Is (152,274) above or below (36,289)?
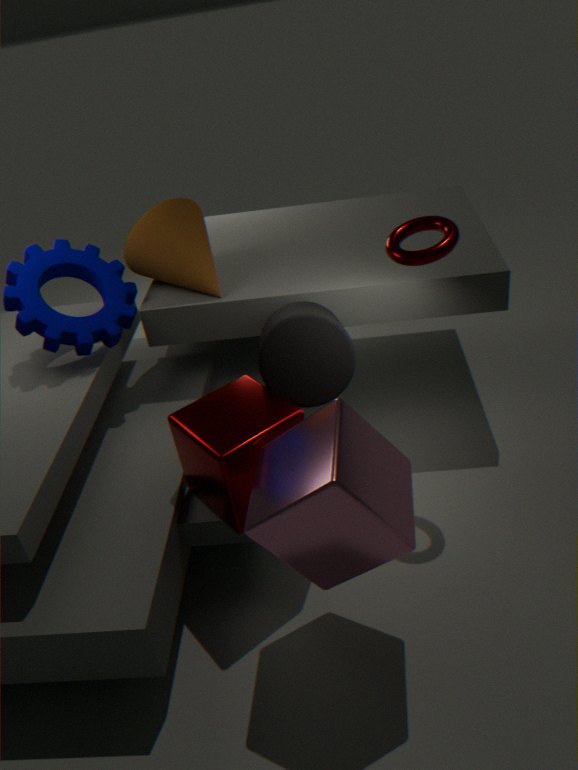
above
